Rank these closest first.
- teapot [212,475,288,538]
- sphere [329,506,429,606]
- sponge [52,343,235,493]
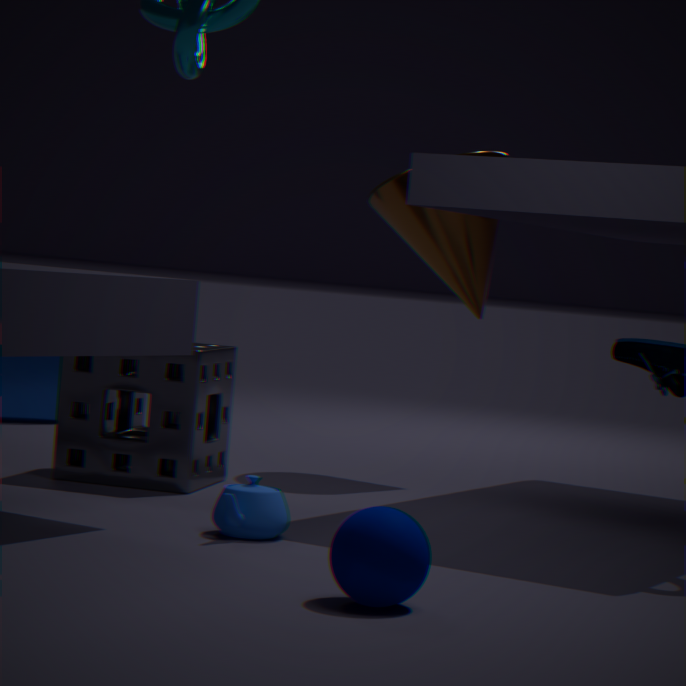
sphere [329,506,429,606] < teapot [212,475,288,538] < sponge [52,343,235,493]
